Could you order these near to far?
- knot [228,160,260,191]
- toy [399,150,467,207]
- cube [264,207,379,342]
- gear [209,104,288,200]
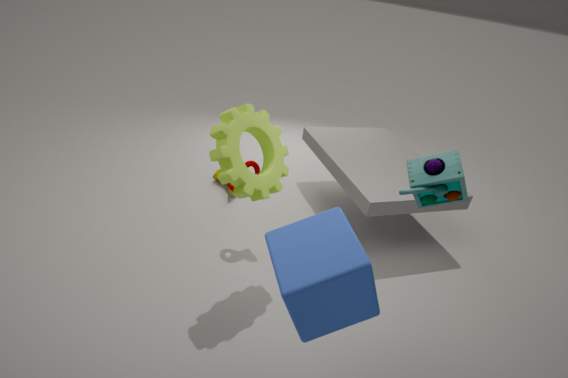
cube [264,207,379,342], toy [399,150,467,207], gear [209,104,288,200], knot [228,160,260,191]
